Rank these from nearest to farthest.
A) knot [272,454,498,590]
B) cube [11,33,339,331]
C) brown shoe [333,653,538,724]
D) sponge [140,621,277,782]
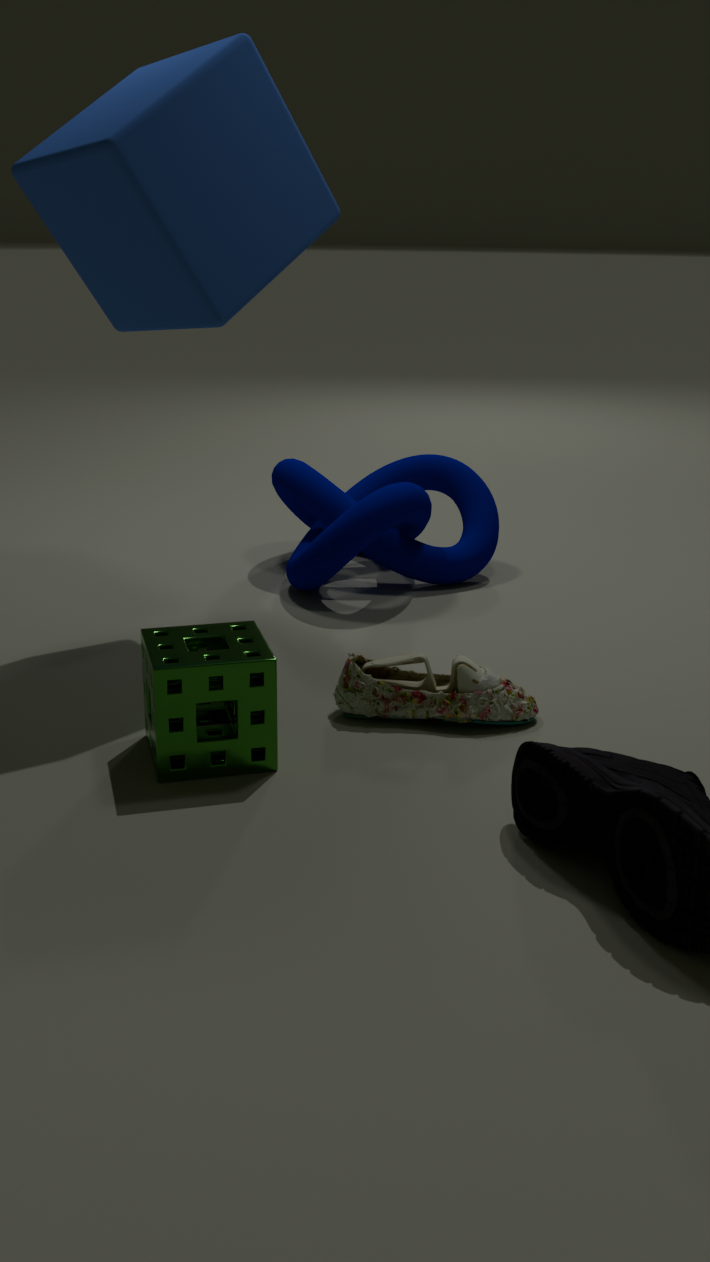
D. sponge [140,621,277,782], C. brown shoe [333,653,538,724], B. cube [11,33,339,331], A. knot [272,454,498,590]
